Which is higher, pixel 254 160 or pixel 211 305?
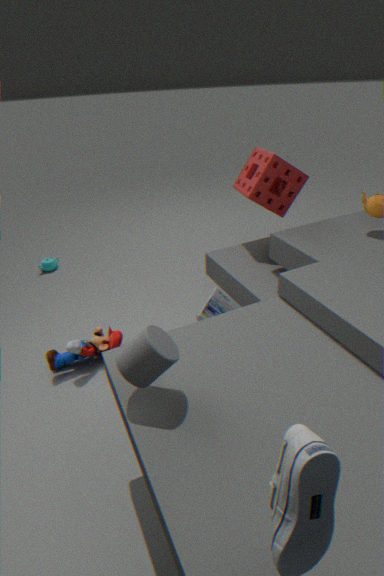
pixel 254 160
